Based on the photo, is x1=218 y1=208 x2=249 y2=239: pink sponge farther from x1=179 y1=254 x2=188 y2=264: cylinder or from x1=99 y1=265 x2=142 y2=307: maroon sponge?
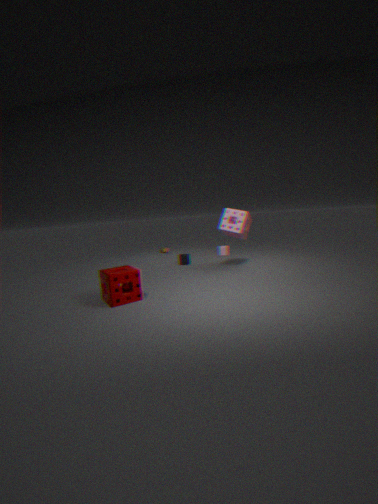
x1=99 y1=265 x2=142 y2=307: maroon sponge
